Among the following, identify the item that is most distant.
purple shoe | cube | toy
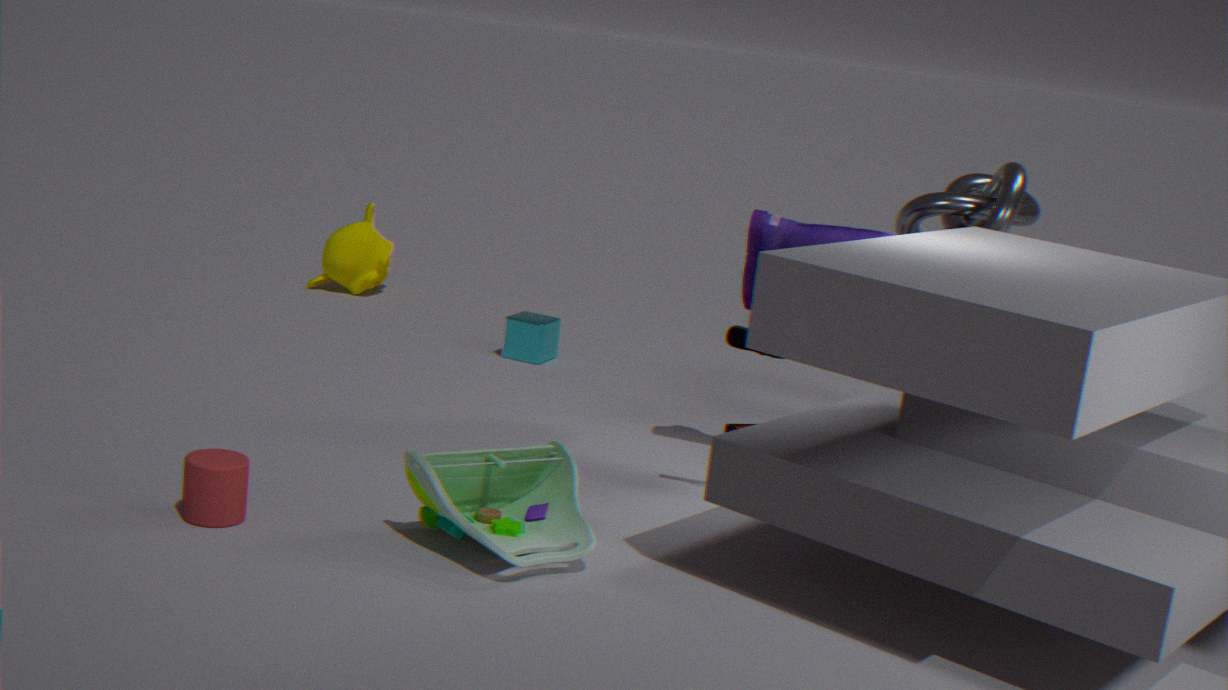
cube
